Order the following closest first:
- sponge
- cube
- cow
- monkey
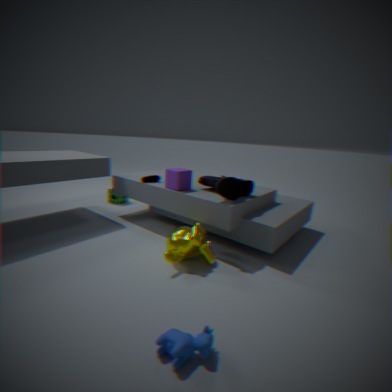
1. cow
2. monkey
3. cube
4. sponge
